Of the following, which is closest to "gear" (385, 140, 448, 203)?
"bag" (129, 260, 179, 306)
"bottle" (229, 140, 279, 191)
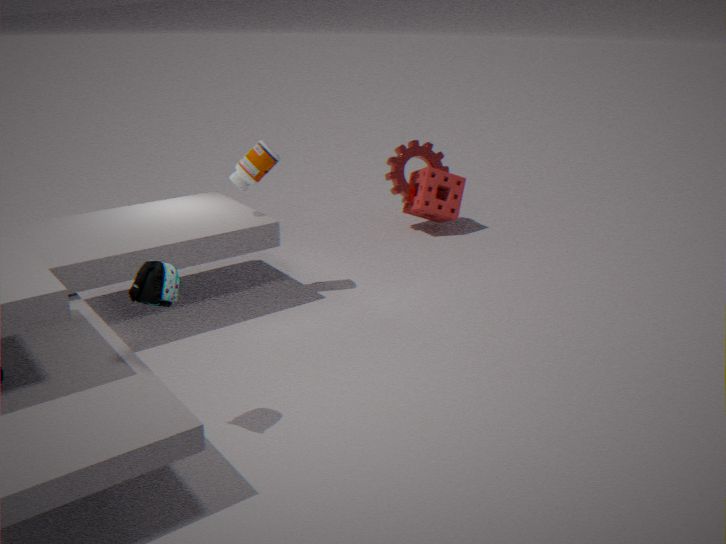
"bottle" (229, 140, 279, 191)
